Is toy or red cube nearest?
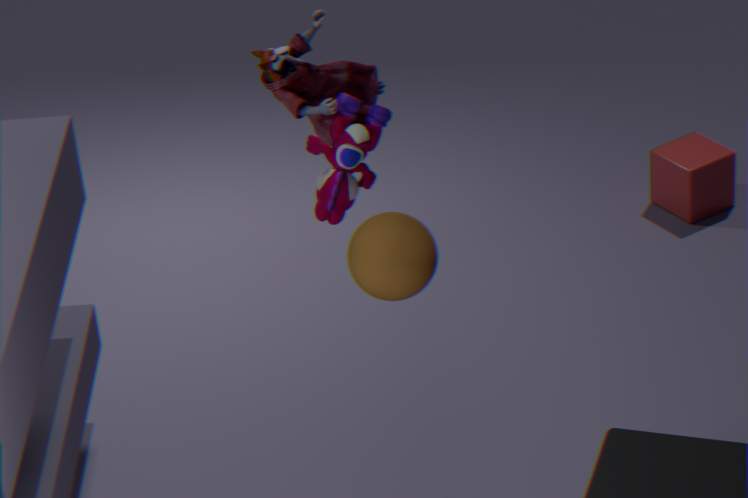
toy
